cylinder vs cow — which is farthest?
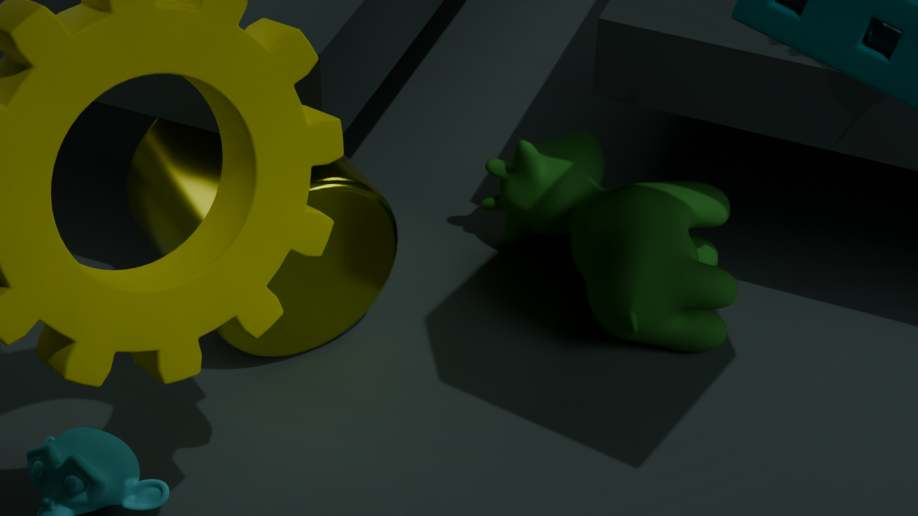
cow
